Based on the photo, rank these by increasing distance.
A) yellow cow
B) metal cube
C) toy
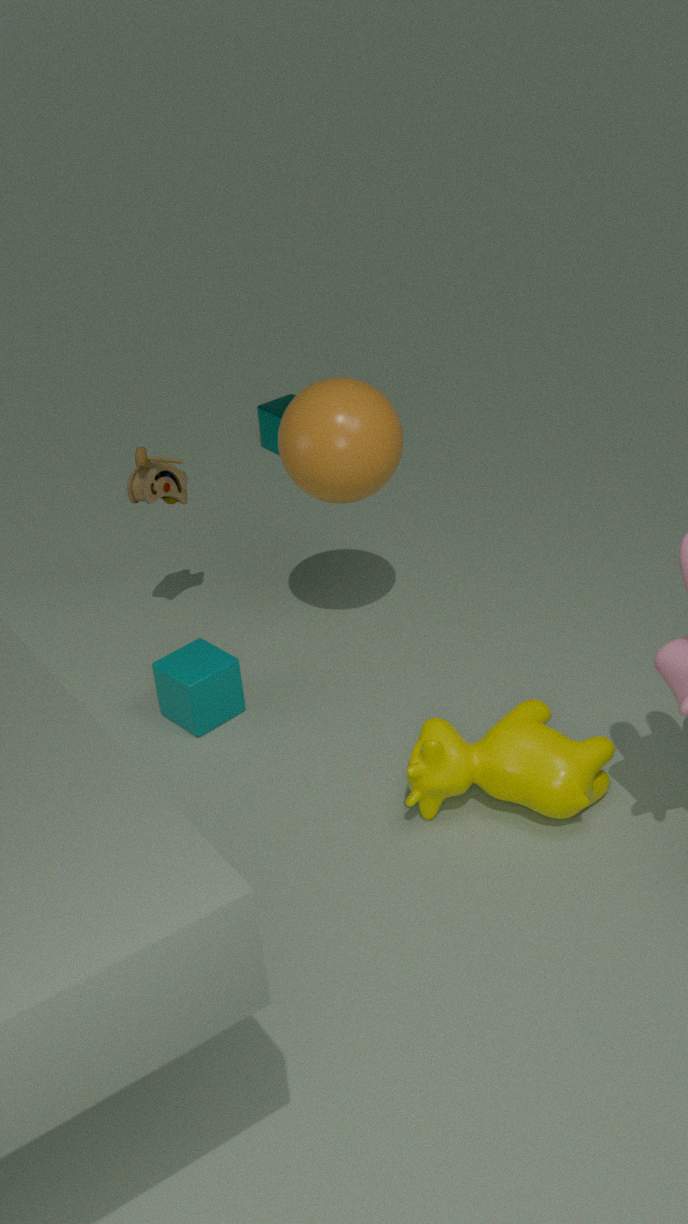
yellow cow → toy → metal cube
